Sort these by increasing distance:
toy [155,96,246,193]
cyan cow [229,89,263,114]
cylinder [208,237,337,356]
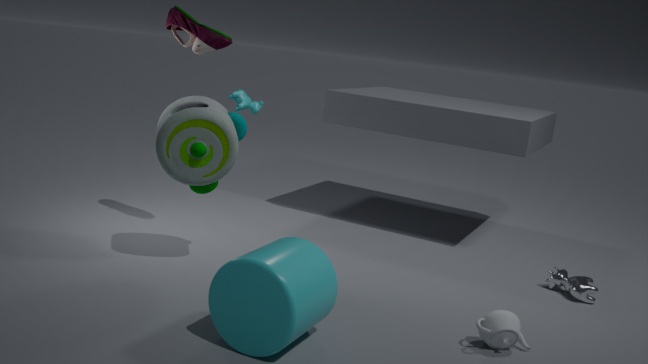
cylinder [208,237,337,356] < toy [155,96,246,193] < cyan cow [229,89,263,114]
